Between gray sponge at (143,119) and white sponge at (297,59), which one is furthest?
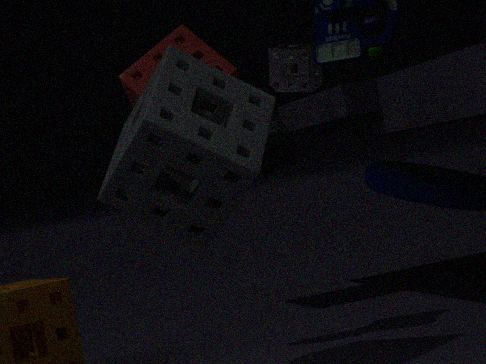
white sponge at (297,59)
